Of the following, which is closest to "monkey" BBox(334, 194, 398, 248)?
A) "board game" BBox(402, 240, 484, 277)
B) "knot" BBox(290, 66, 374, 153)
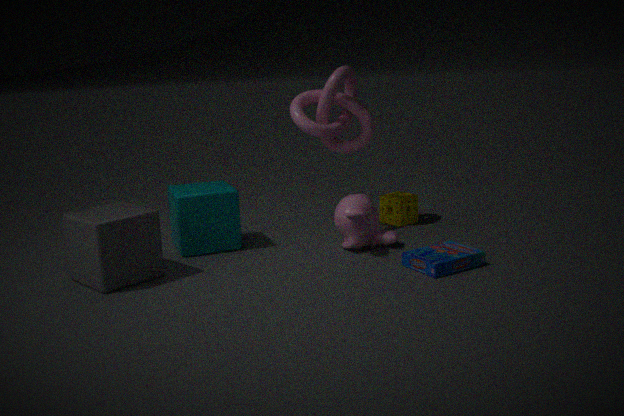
"board game" BBox(402, 240, 484, 277)
